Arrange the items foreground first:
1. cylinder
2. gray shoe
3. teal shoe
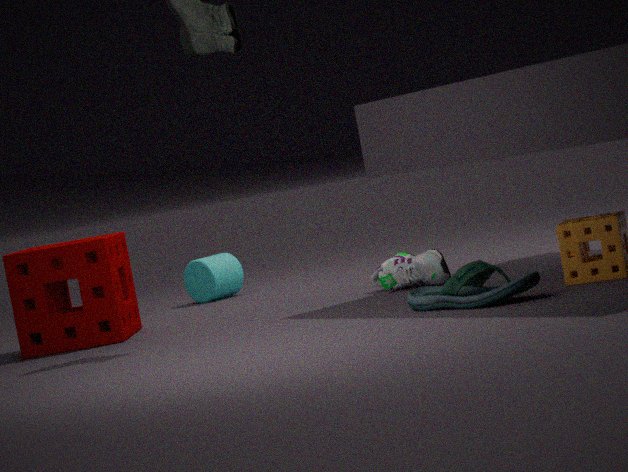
1. teal shoe
2. gray shoe
3. cylinder
